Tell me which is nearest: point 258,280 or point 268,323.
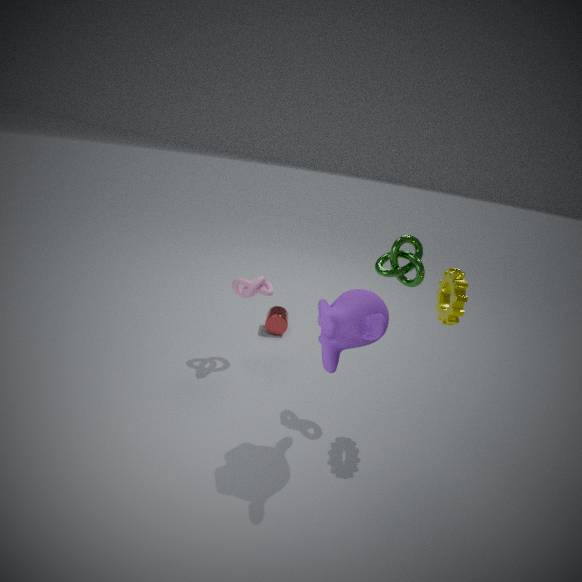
point 258,280
